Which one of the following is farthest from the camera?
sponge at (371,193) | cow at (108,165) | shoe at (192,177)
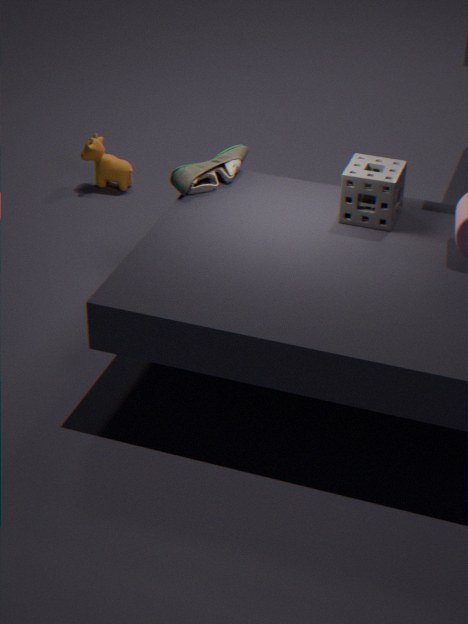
cow at (108,165)
